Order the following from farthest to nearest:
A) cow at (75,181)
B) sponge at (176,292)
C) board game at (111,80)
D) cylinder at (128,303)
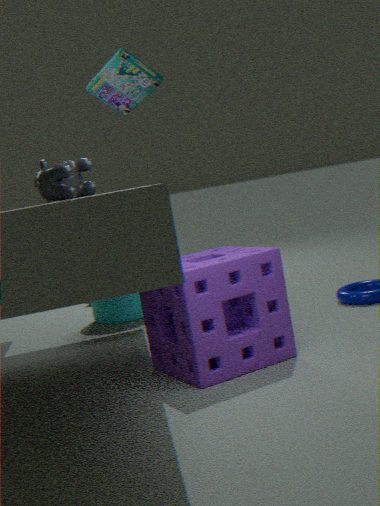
1. cylinder at (128,303)
2. board game at (111,80)
3. sponge at (176,292)
4. cow at (75,181)
